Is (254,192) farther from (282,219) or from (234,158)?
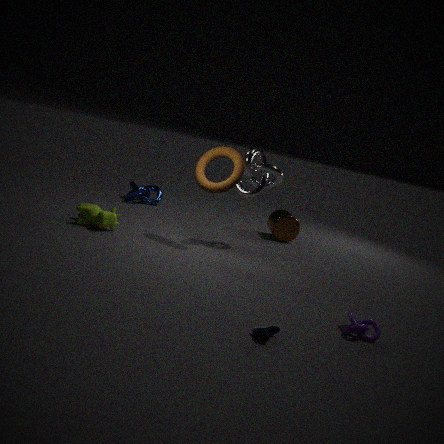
(282,219)
